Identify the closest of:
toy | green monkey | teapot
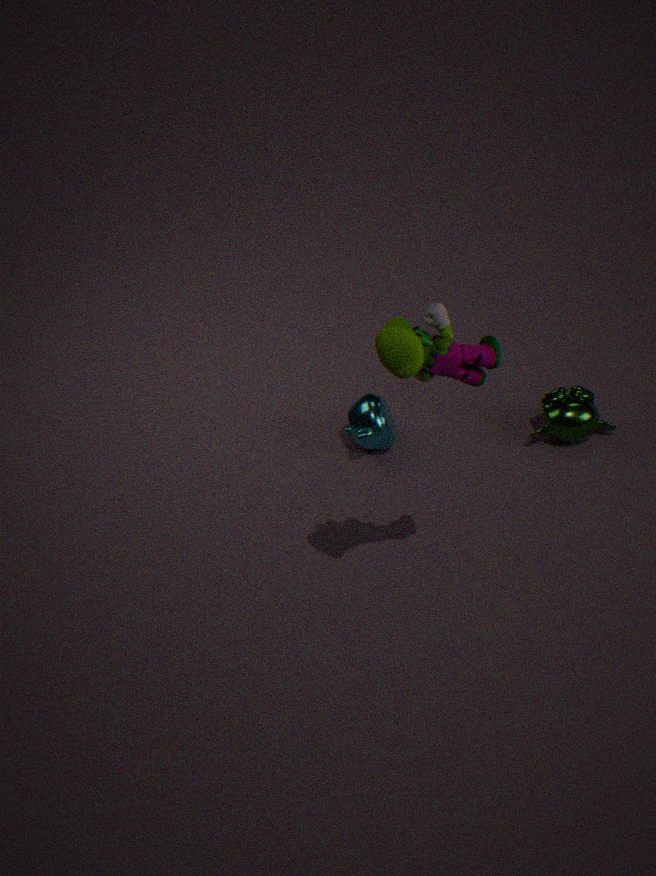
toy
